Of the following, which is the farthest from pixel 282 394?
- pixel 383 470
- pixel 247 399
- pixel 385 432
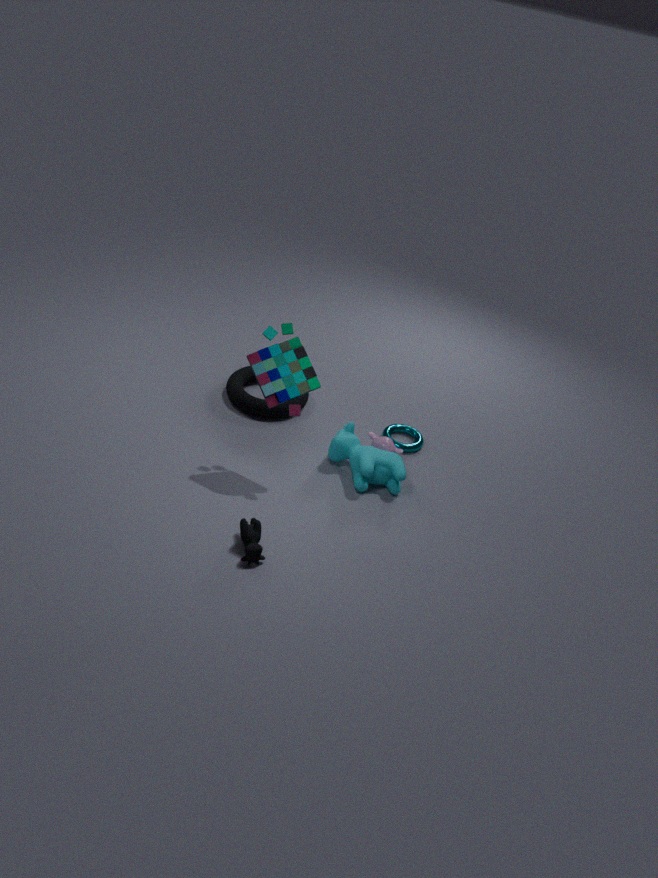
pixel 385 432
